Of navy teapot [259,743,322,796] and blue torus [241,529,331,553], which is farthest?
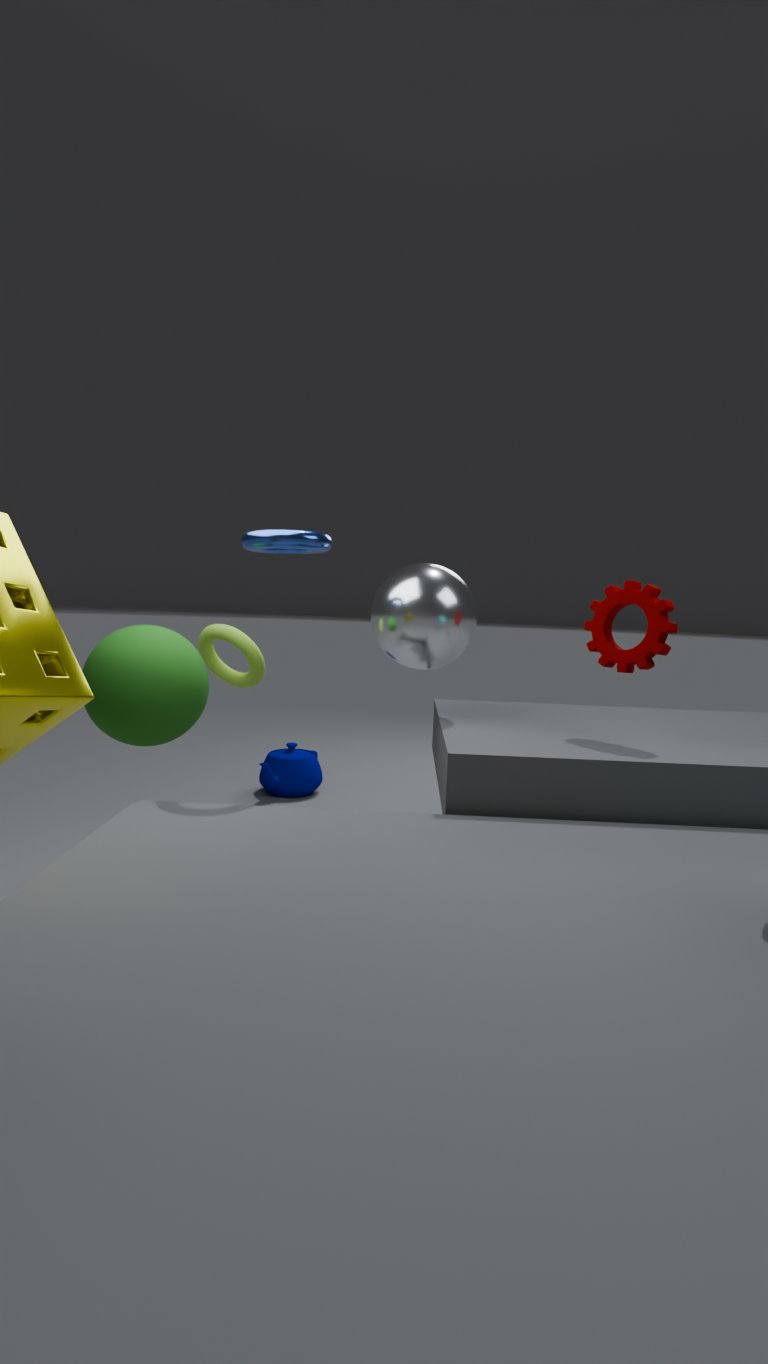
navy teapot [259,743,322,796]
